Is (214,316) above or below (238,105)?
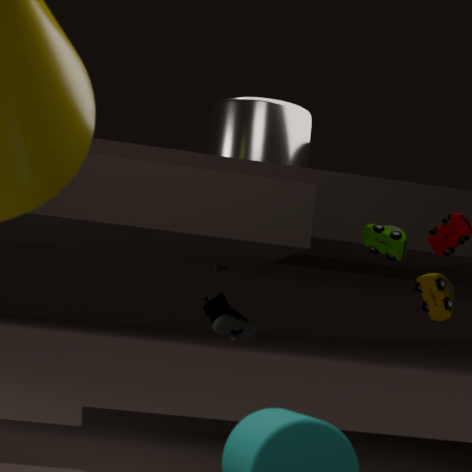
below
